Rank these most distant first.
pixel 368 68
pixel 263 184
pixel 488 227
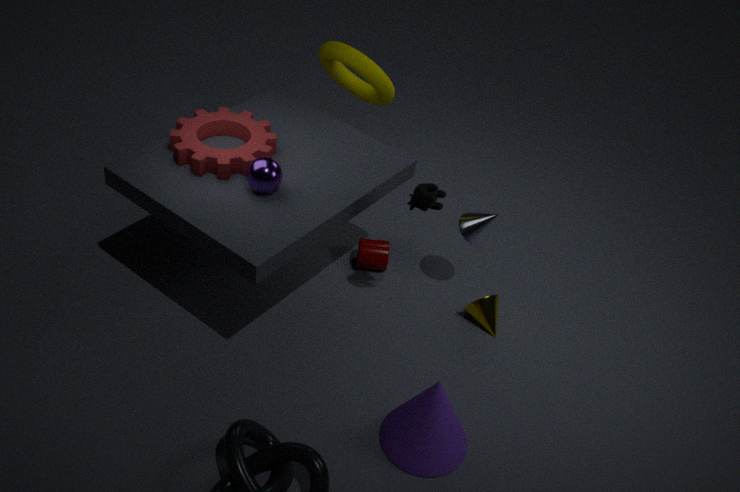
pixel 368 68 → pixel 488 227 → pixel 263 184
